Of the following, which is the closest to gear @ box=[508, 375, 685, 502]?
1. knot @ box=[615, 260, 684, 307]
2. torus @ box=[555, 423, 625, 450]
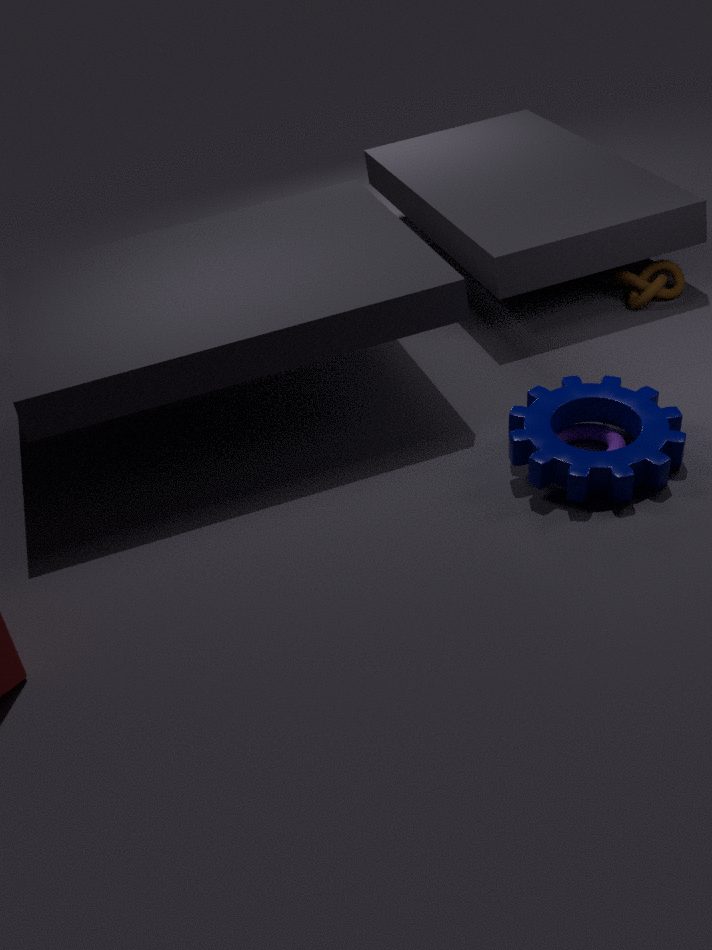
torus @ box=[555, 423, 625, 450]
